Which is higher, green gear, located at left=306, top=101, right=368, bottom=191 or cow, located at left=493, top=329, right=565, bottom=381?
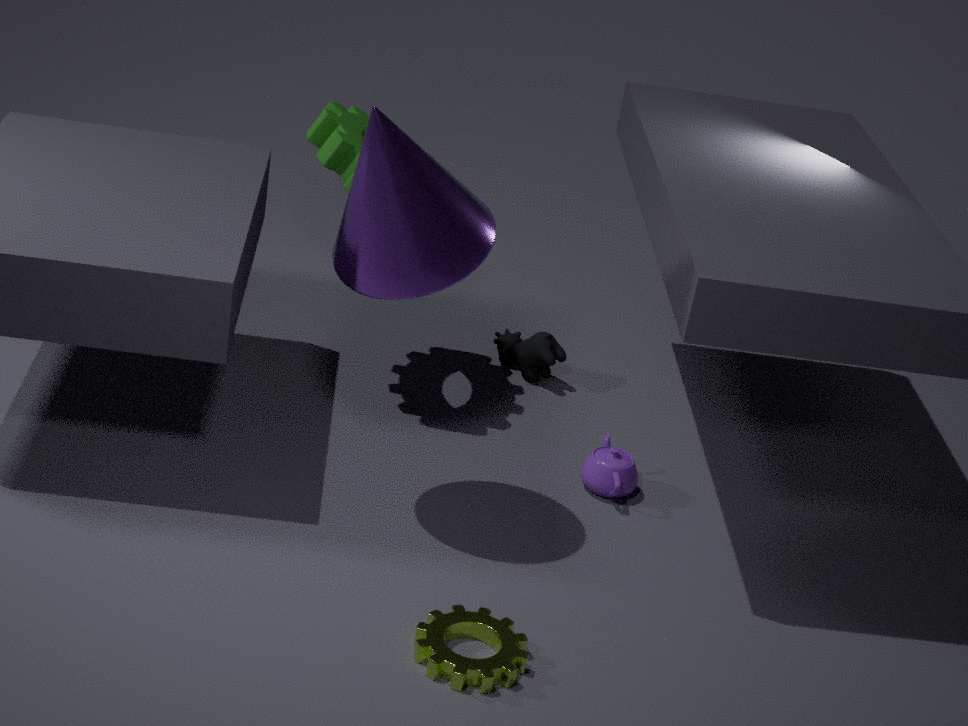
green gear, located at left=306, top=101, right=368, bottom=191
